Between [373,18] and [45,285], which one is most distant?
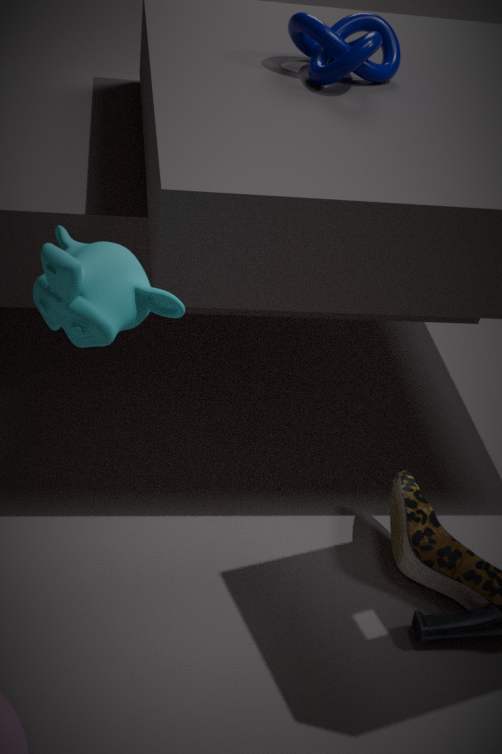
[373,18]
